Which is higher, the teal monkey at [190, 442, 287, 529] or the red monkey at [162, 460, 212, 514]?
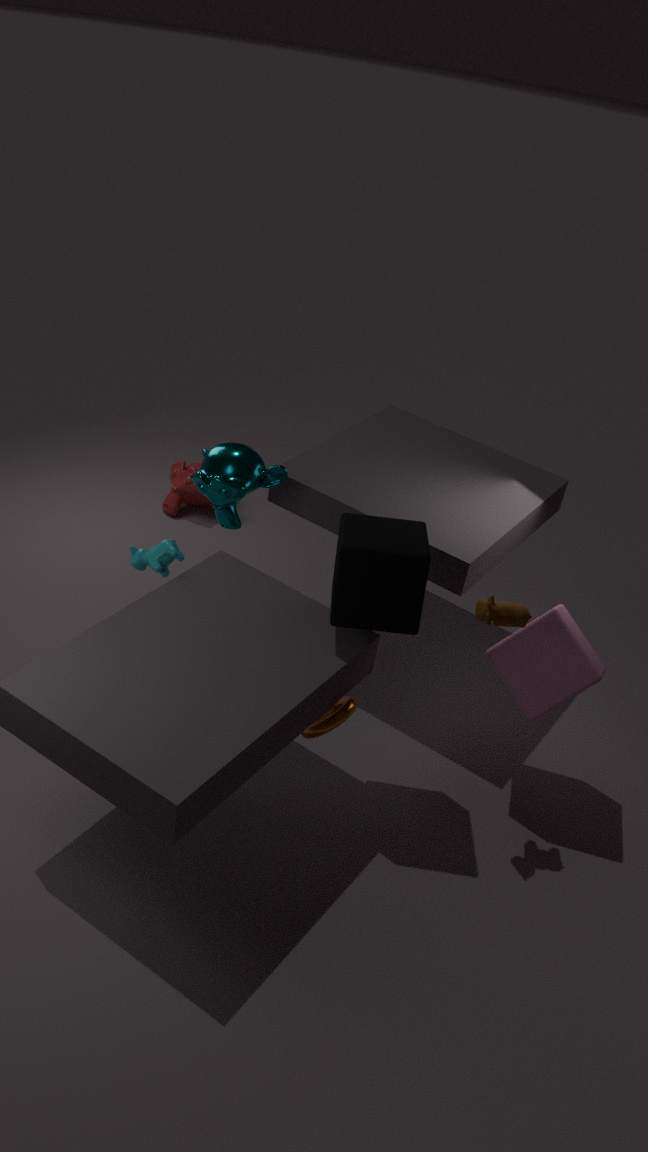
the teal monkey at [190, 442, 287, 529]
